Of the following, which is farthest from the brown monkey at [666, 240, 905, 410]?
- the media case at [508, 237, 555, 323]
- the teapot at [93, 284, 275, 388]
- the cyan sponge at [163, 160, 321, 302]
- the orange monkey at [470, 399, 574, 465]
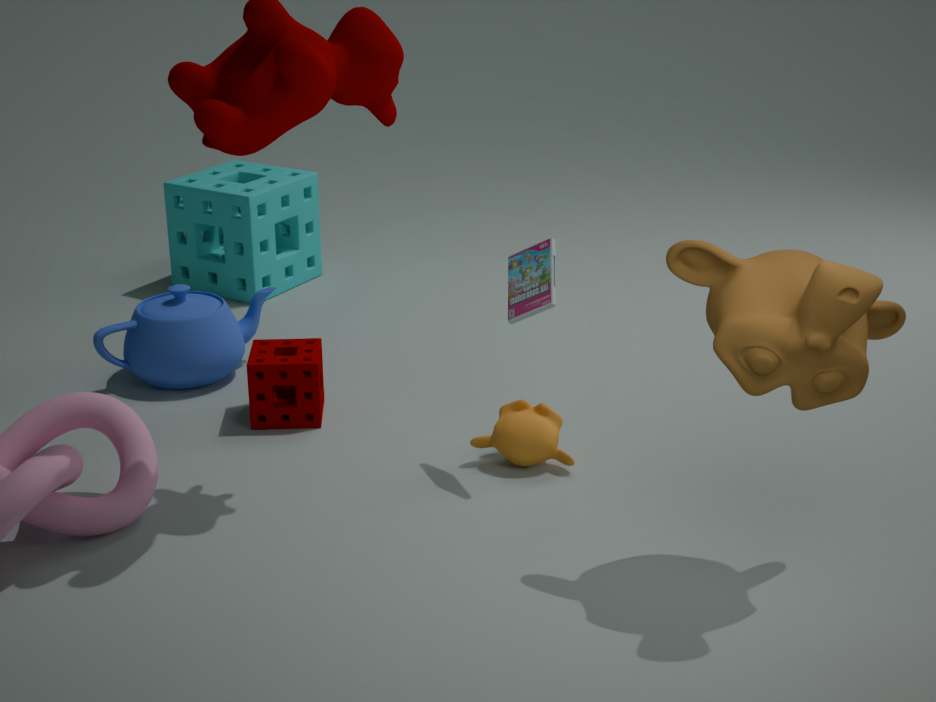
the cyan sponge at [163, 160, 321, 302]
